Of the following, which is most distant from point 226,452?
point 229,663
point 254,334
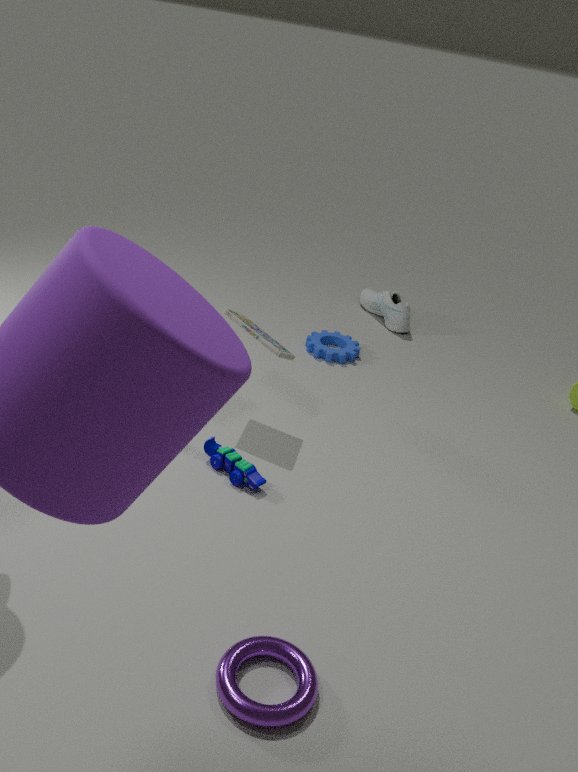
point 229,663
